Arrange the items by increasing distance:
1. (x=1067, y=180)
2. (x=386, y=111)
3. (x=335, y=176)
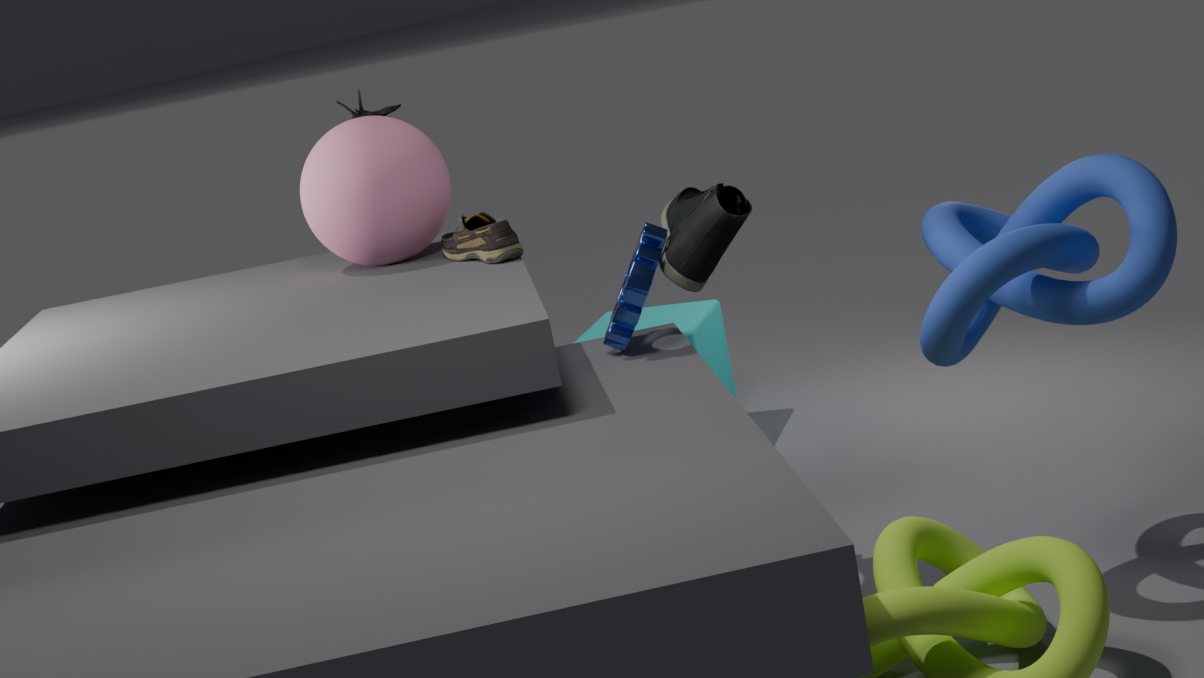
(x=1067, y=180) → (x=335, y=176) → (x=386, y=111)
